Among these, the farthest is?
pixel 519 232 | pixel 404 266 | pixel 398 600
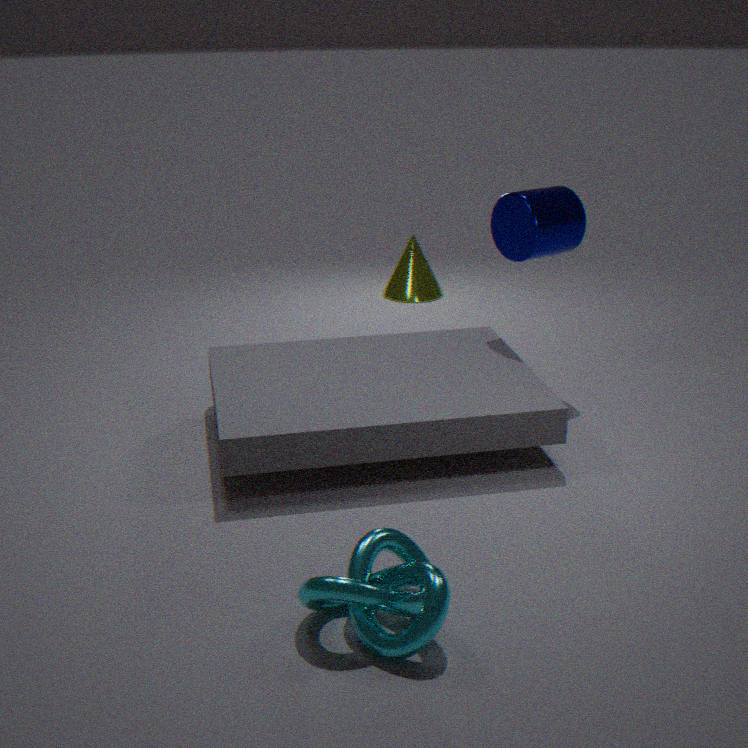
pixel 404 266
